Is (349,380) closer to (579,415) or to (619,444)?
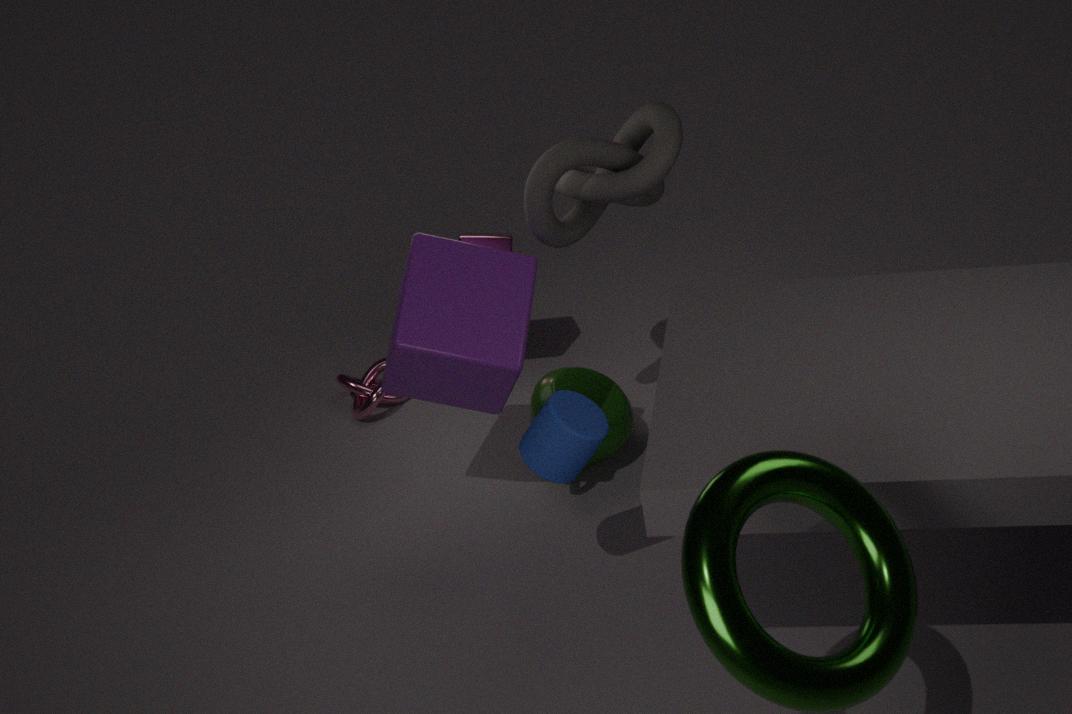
(619,444)
